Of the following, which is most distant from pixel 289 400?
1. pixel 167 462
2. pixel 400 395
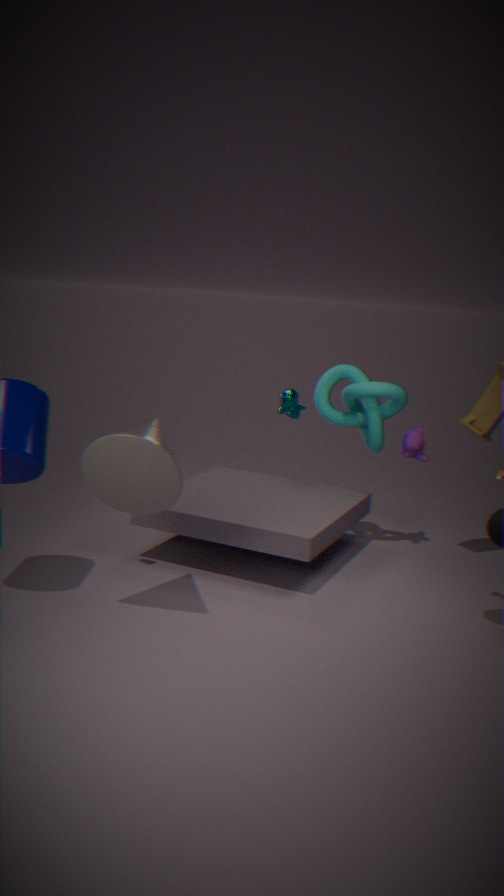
pixel 167 462
